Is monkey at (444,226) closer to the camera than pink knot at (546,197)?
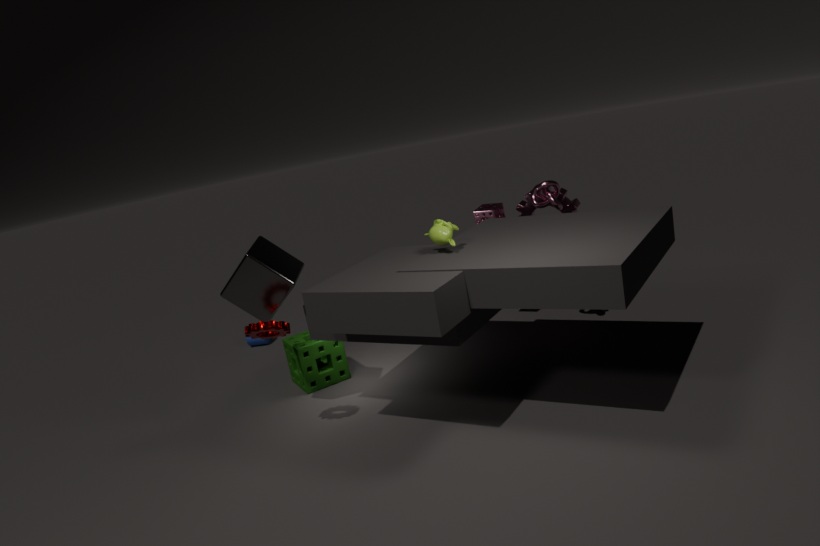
Yes
